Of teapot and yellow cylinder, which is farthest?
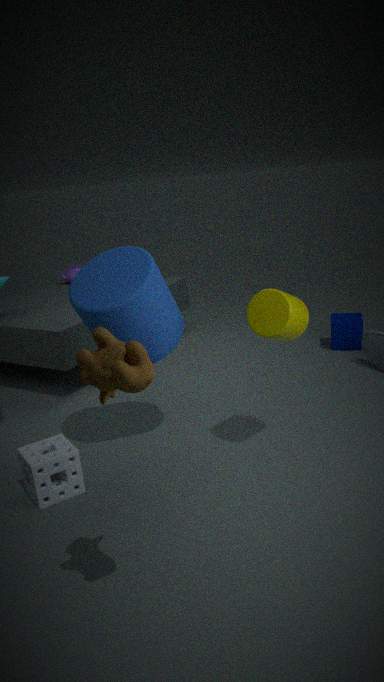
teapot
